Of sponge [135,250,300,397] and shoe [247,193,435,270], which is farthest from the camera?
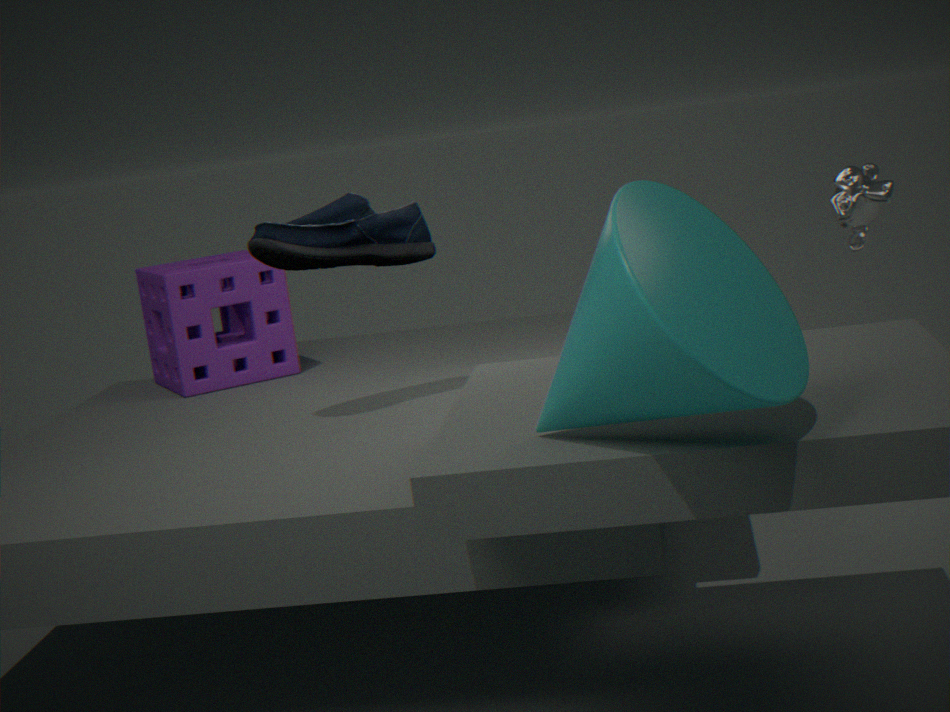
sponge [135,250,300,397]
